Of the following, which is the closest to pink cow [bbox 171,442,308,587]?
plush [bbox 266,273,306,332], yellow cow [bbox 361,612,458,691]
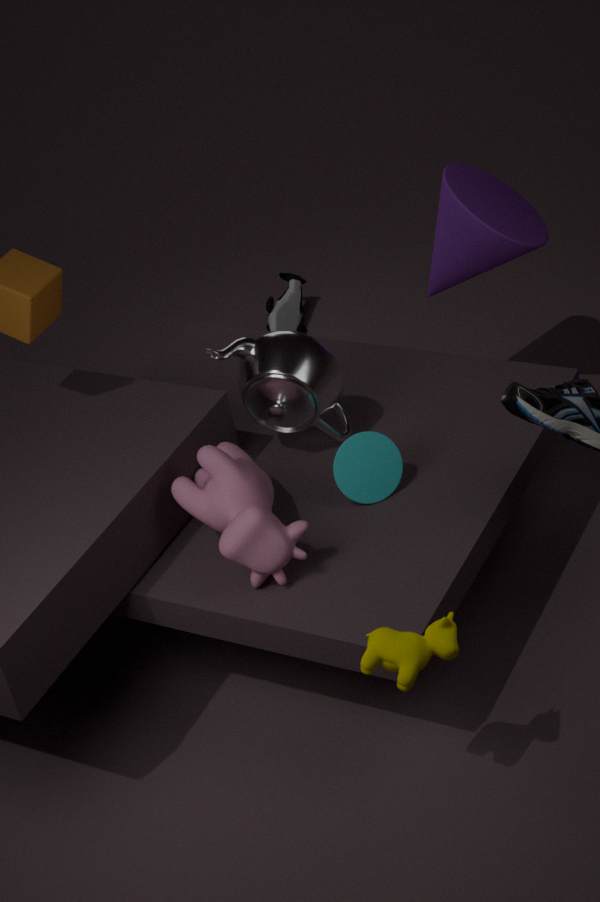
yellow cow [bbox 361,612,458,691]
